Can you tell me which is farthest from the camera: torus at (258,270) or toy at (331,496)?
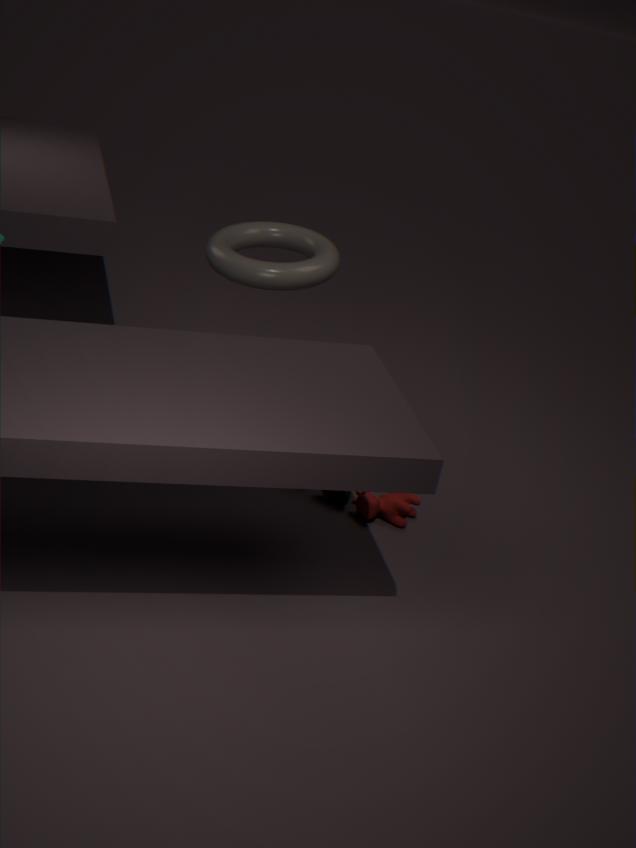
toy at (331,496)
